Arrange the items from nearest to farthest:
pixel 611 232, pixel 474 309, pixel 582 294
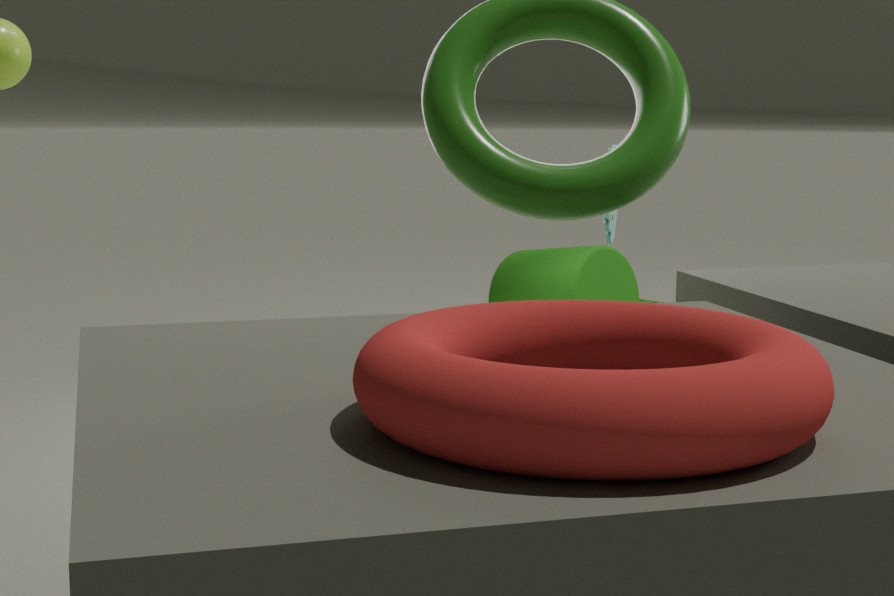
1. pixel 474 309
2. pixel 611 232
3. pixel 582 294
